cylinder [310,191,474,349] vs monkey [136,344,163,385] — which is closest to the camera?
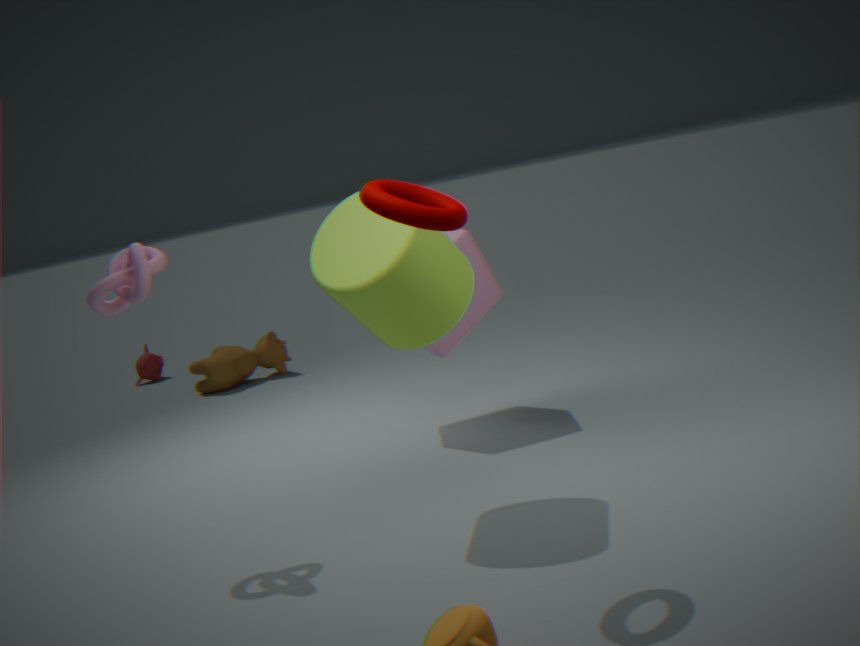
cylinder [310,191,474,349]
